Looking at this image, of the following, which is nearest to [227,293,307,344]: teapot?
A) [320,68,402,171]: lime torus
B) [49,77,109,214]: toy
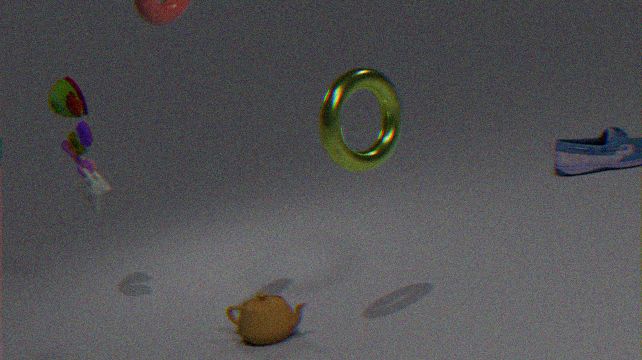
[320,68,402,171]: lime torus
